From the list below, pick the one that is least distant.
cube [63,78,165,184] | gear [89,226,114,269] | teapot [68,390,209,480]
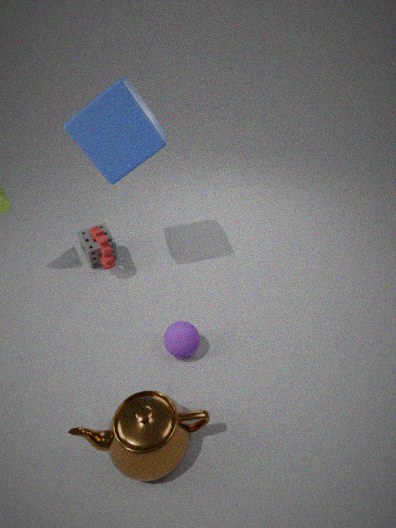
teapot [68,390,209,480]
